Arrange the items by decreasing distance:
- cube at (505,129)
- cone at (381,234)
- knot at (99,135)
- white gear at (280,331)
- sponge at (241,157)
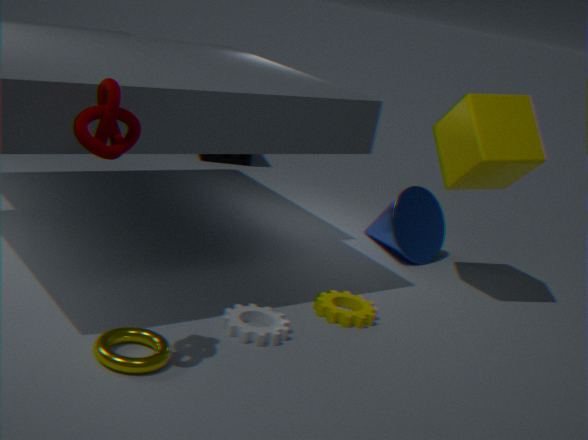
sponge at (241,157) < cone at (381,234) < cube at (505,129) < white gear at (280,331) < knot at (99,135)
